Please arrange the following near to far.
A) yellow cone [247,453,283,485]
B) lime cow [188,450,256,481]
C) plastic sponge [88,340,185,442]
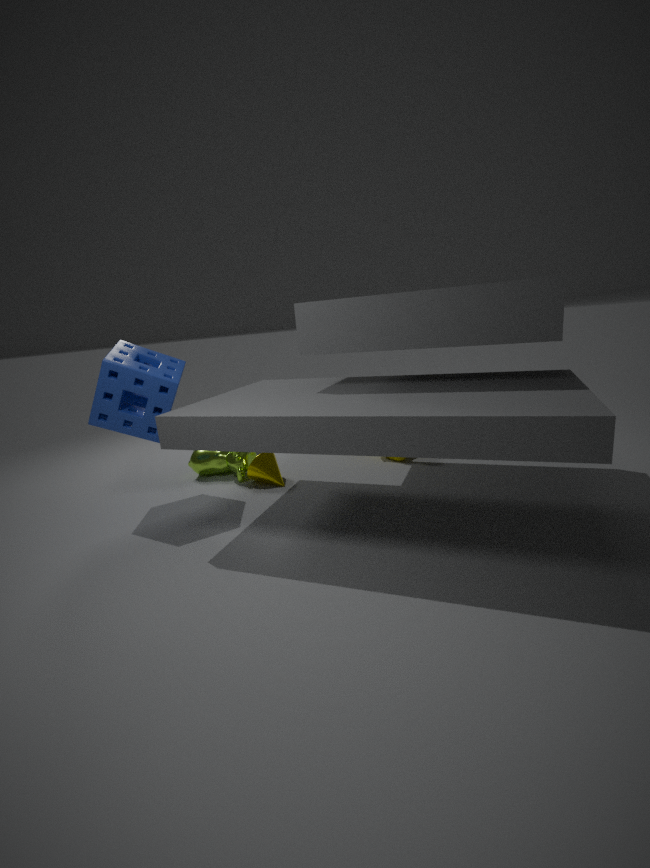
plastic sponge [88,340,185,442] < yellow cone [247,453,283,485] < lime cow [188,450,256,481]
